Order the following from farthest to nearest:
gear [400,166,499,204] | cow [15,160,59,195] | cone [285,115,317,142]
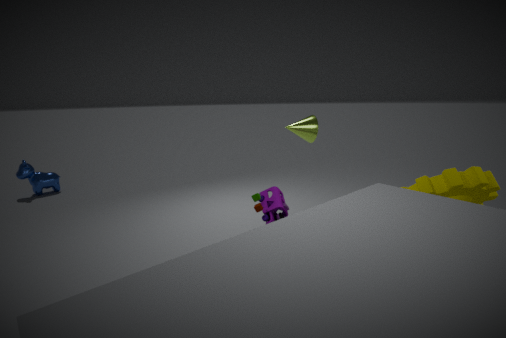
cow [15,160,59,195]
cone [285,115,317,142]
gear [400,166,499,204]
